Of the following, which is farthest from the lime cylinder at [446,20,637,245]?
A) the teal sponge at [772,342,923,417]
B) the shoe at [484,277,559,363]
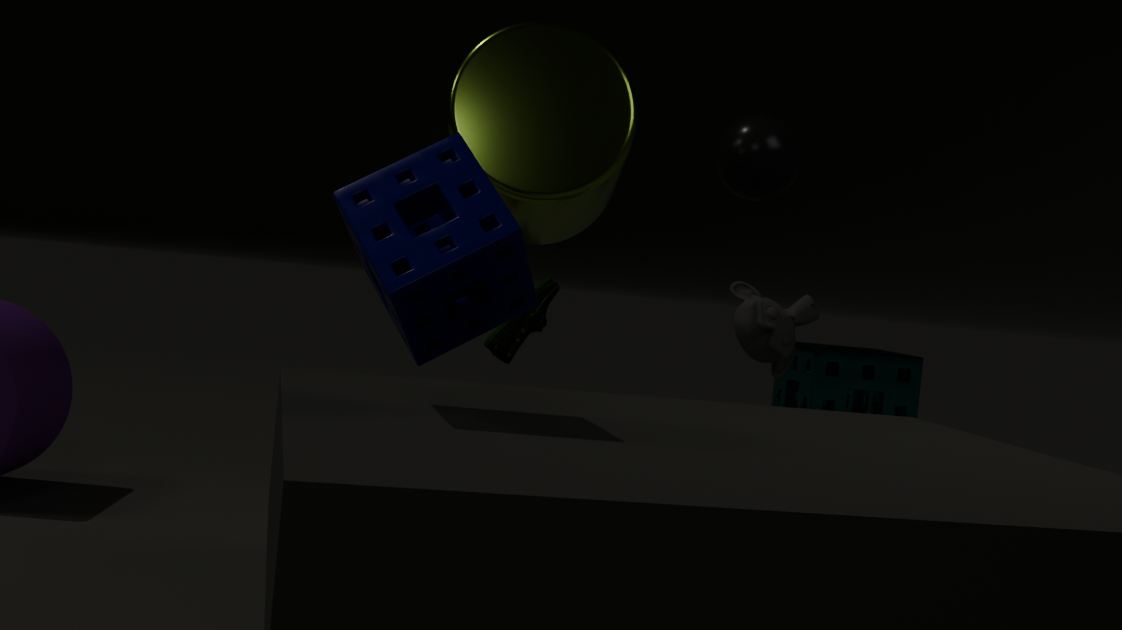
the teal sponge at [772,342,923,417]
